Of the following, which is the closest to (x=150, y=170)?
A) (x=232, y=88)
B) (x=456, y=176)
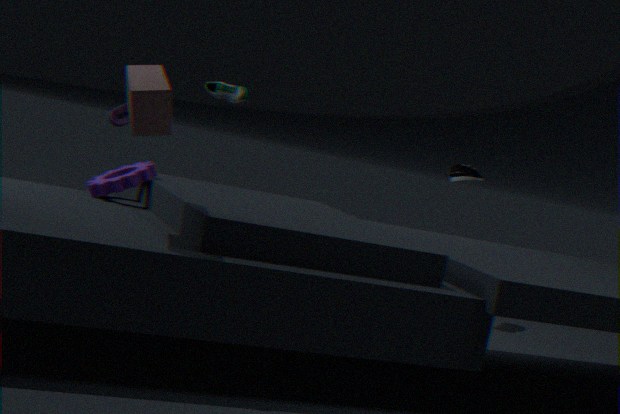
(x=232, y=88)
